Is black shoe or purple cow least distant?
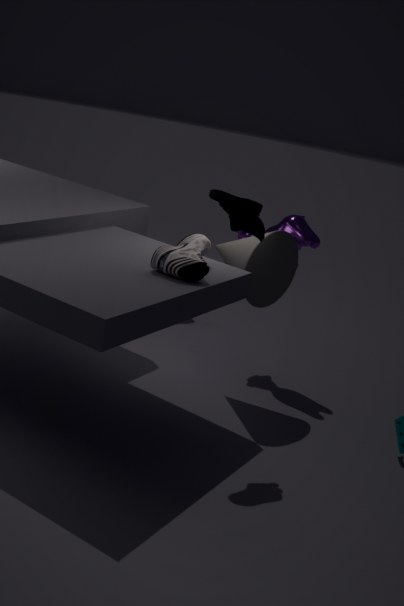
black shoe
